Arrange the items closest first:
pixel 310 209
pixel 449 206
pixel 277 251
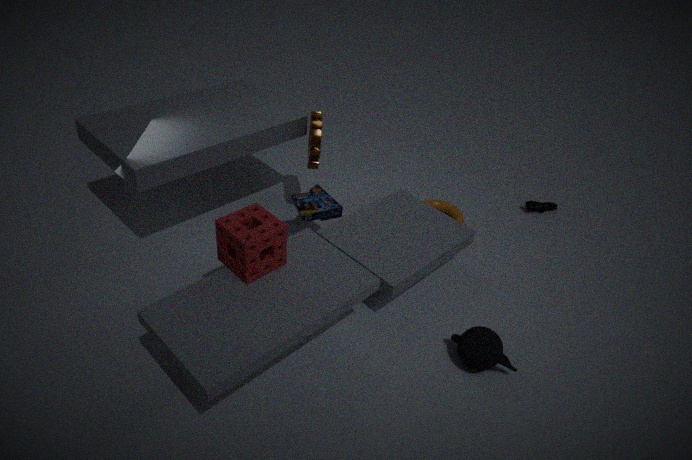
1. pixel 277 251
2. pixel 310 209
3. pixel 449 206
